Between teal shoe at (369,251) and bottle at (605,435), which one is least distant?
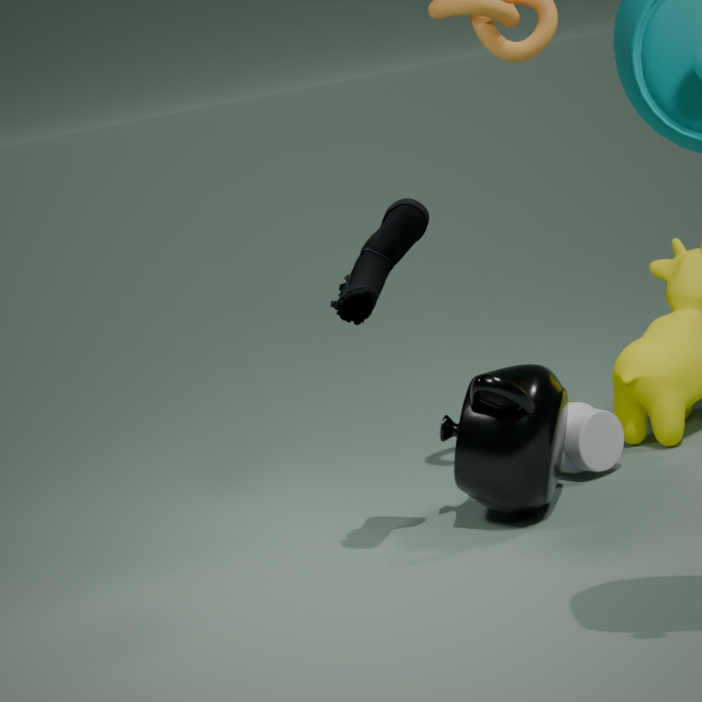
teal shoe at (369,251)
